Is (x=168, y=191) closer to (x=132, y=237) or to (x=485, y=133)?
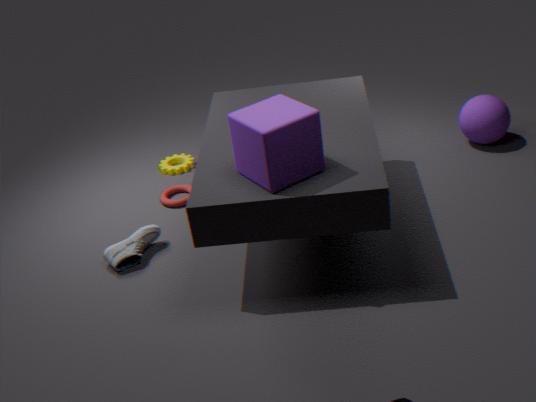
(x=132, y=237)
